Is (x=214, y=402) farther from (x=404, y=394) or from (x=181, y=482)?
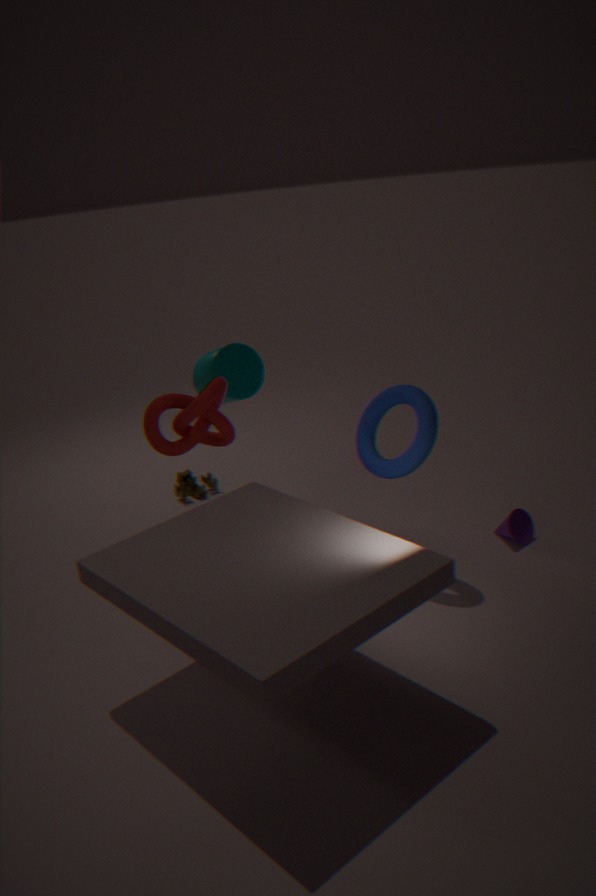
(x=181, y=482)
